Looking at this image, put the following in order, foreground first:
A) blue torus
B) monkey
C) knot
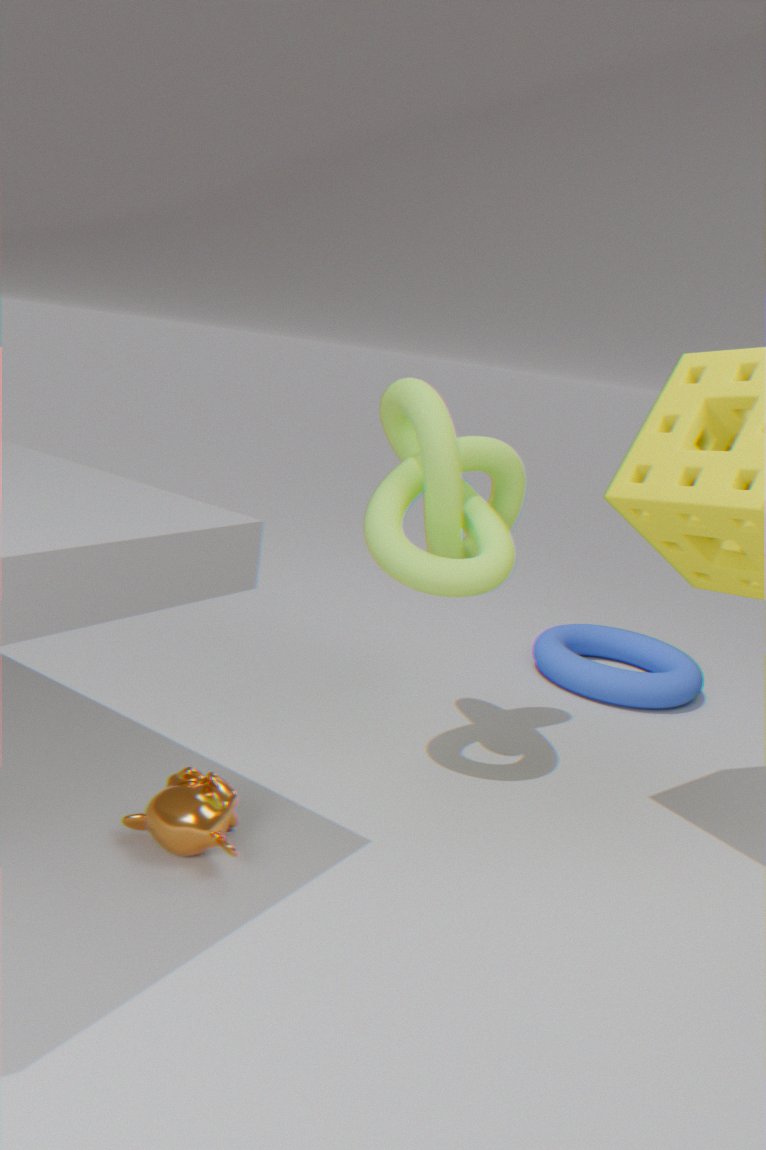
monkey
knot
blue torus
